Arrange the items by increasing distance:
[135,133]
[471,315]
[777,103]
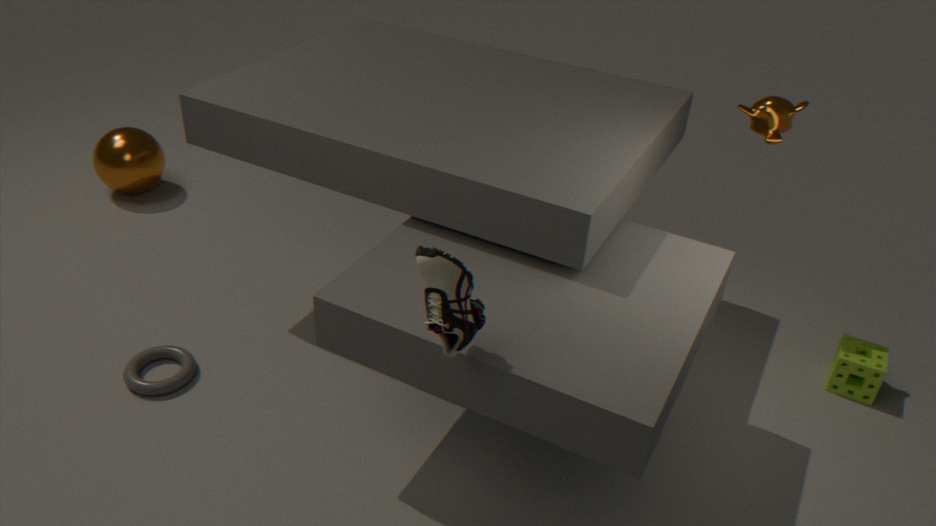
[471,315]
[777,103]
[135,133]
